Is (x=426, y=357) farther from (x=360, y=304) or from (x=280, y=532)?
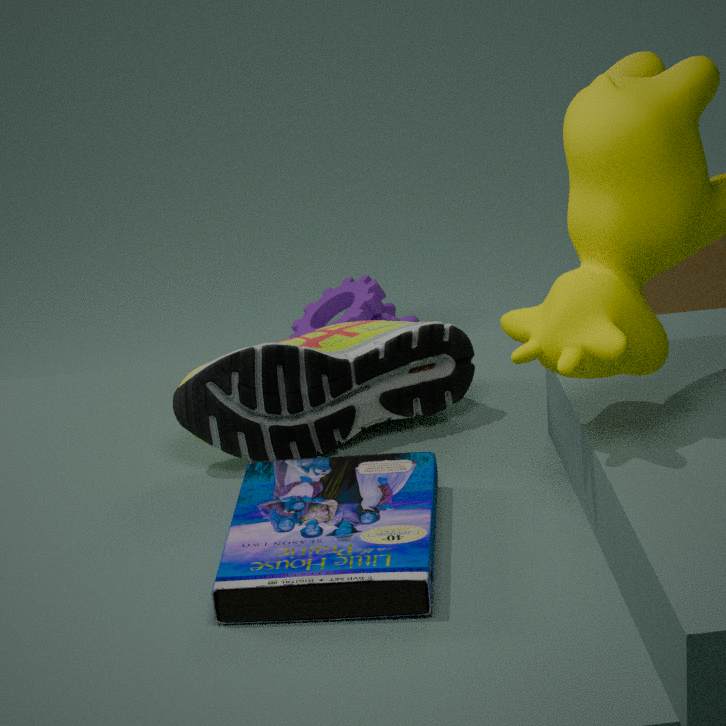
(x=360, y=304)
